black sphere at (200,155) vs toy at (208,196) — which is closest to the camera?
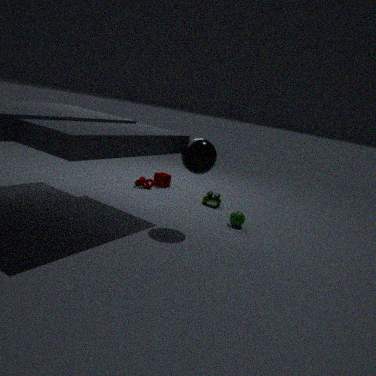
black sphere at (200,155)
